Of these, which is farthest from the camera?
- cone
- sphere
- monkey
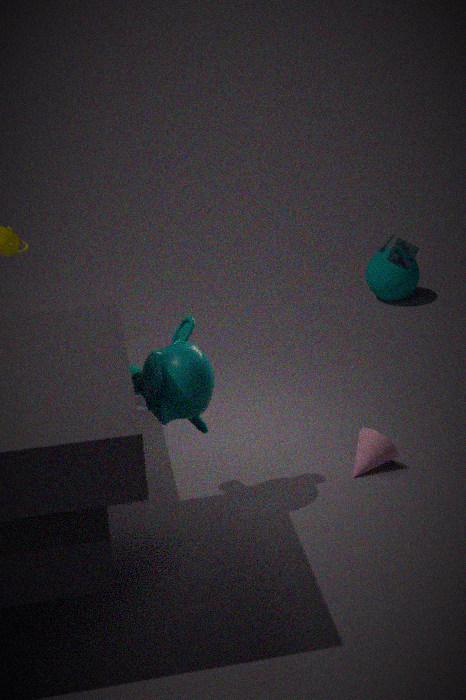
sphere
